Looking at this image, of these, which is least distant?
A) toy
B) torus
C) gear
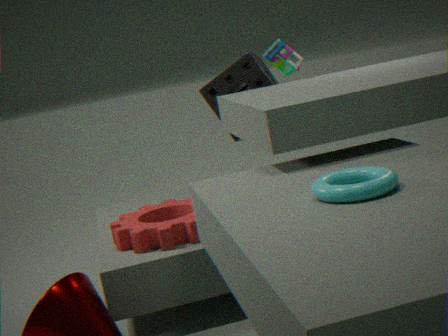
torus
